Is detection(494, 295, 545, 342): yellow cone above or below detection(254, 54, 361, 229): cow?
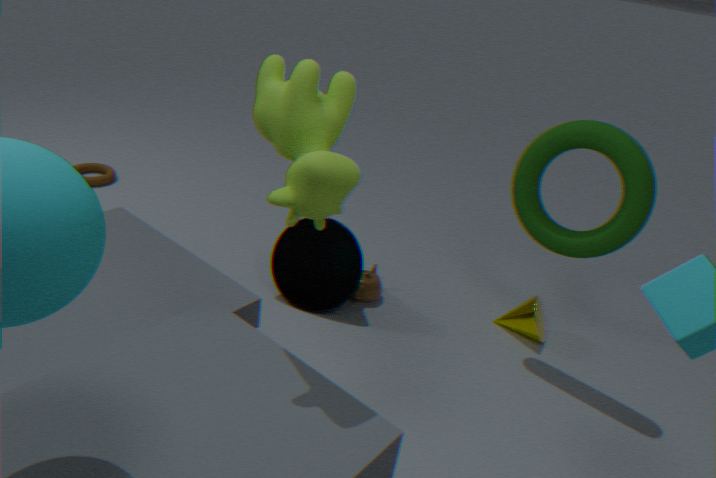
below
